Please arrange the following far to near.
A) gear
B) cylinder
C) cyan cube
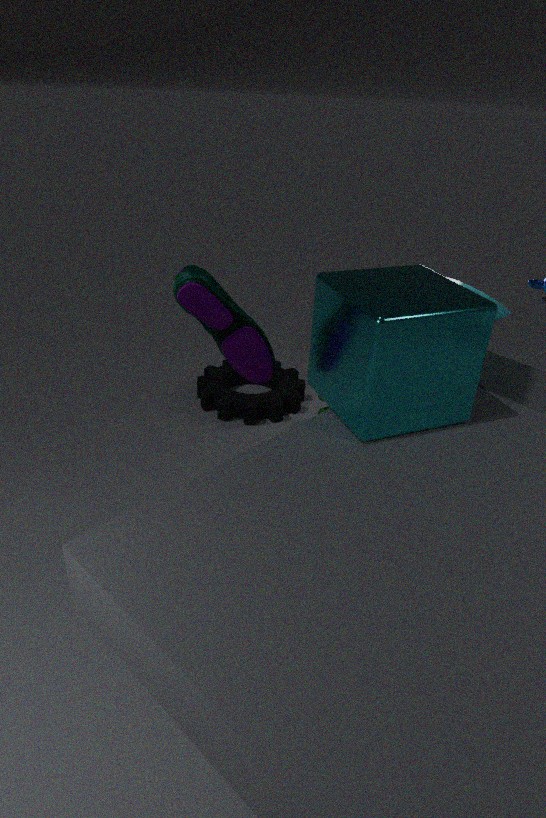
gear, cylinder, cyan cube
